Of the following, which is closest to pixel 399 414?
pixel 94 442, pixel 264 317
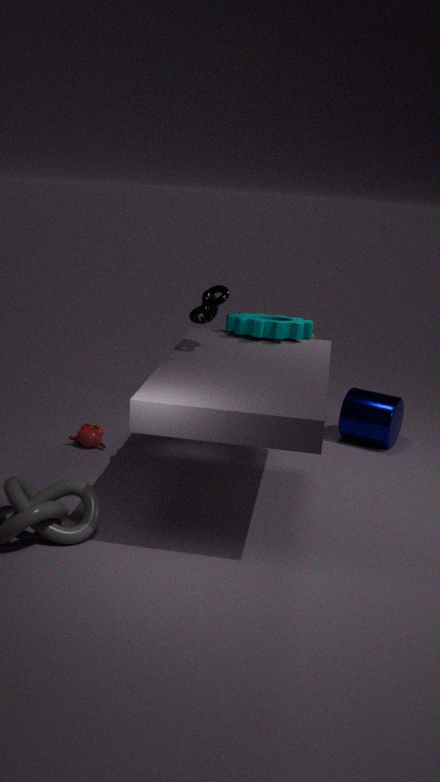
pixel 264 317
